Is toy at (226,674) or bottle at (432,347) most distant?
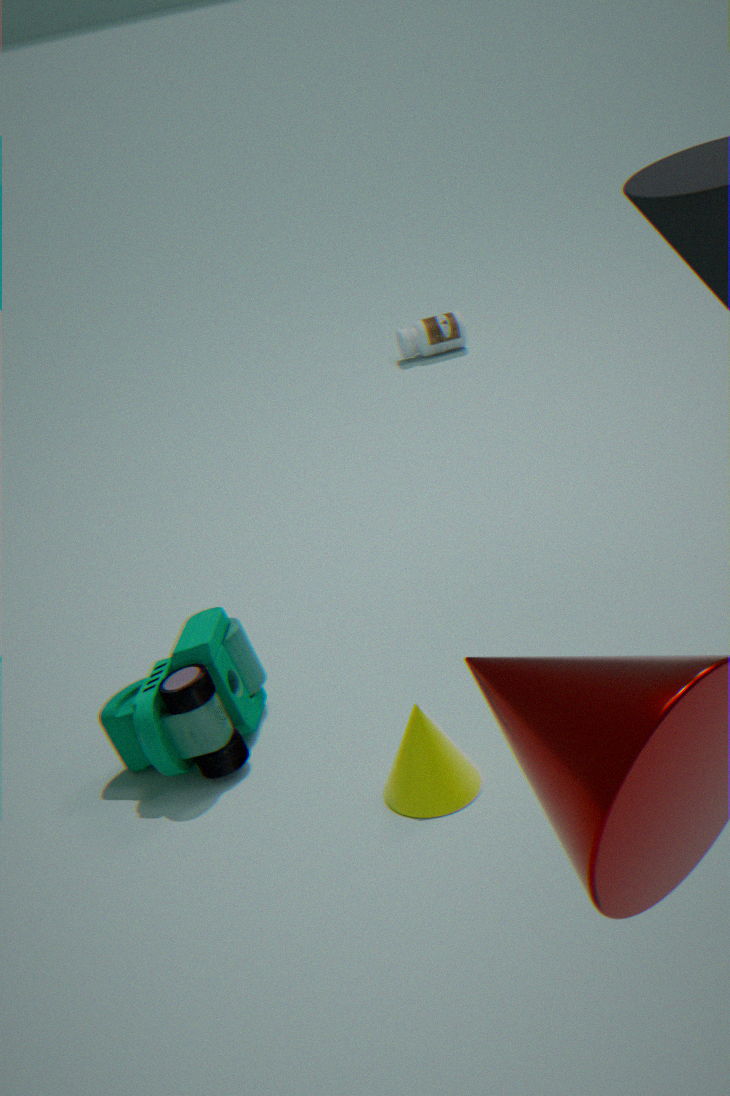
bottle at (432,347)
